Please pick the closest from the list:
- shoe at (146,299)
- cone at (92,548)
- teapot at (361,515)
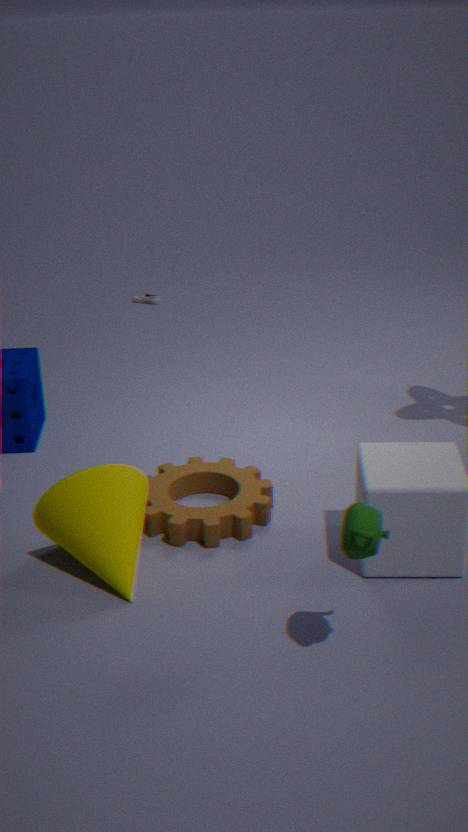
teapot at (361,515)
